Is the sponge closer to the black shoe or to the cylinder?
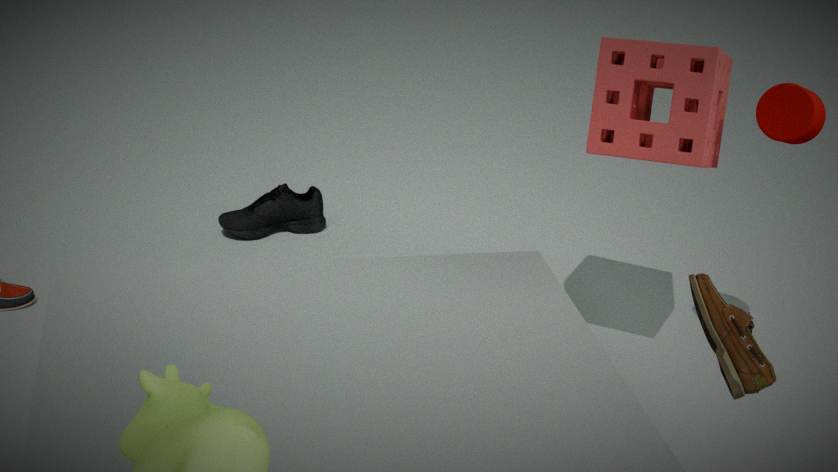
the cylinder
